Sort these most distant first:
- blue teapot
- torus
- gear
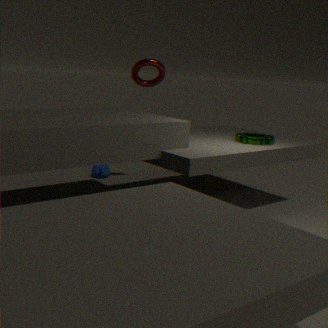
1. blue teapot
2. torus
3. gear
